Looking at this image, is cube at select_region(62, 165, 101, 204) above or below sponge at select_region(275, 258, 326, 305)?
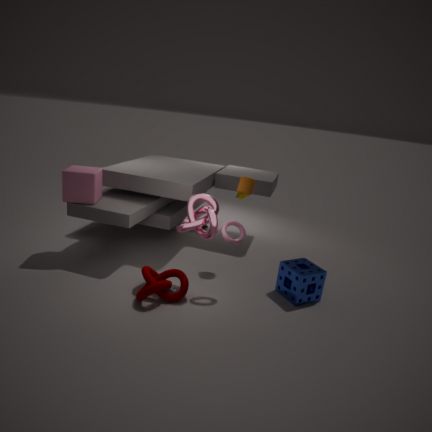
above
